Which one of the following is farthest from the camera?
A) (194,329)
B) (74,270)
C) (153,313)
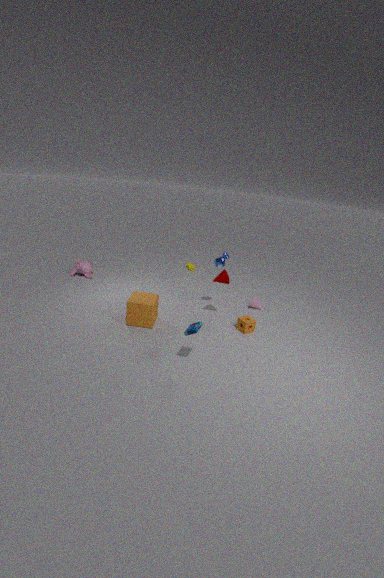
(74,270)
